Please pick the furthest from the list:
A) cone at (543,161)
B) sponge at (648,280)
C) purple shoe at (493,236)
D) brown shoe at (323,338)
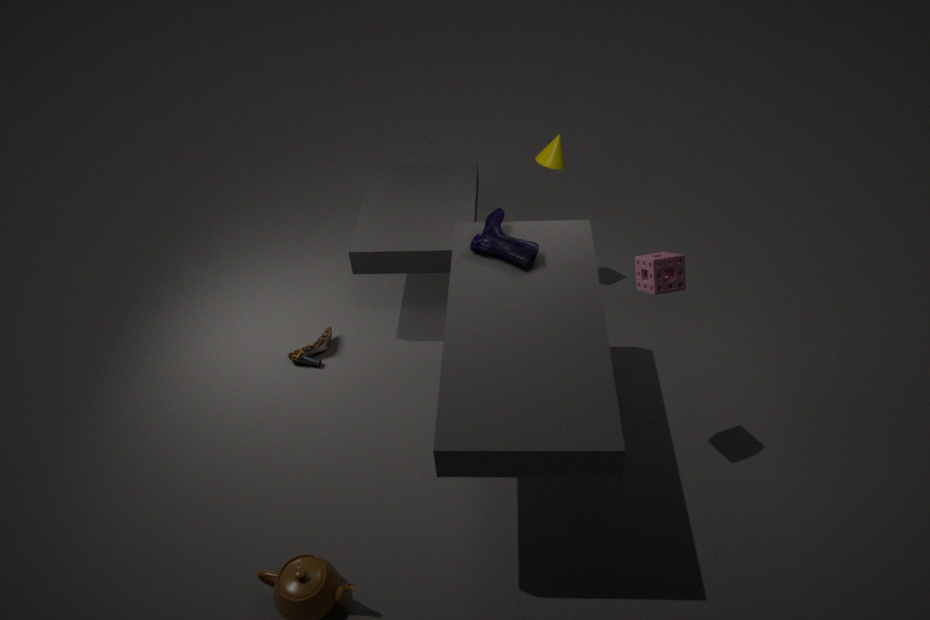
cone at (543,161)
